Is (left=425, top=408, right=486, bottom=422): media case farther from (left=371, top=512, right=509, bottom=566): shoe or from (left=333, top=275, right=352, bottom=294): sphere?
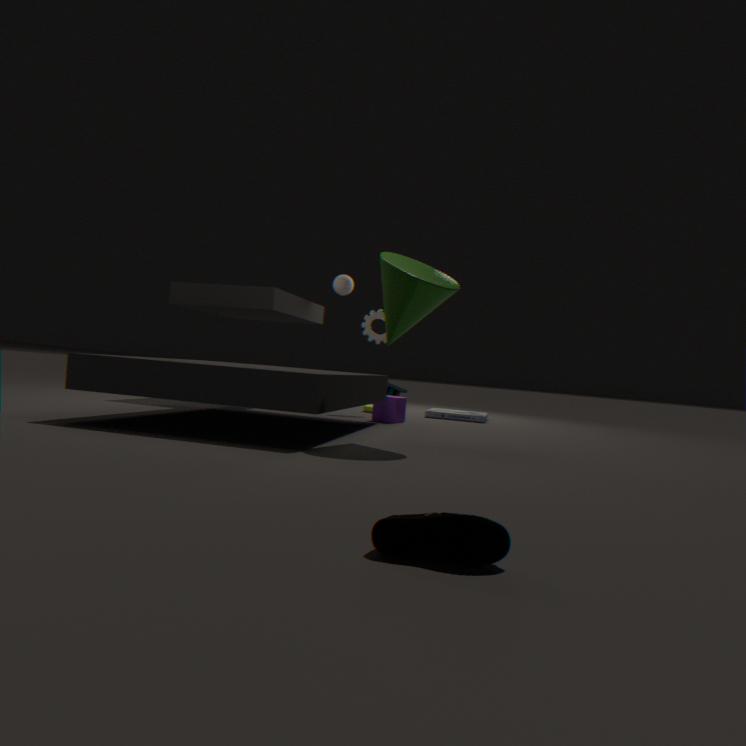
(left=371, top=512, right=509, bottom=566): shoe
